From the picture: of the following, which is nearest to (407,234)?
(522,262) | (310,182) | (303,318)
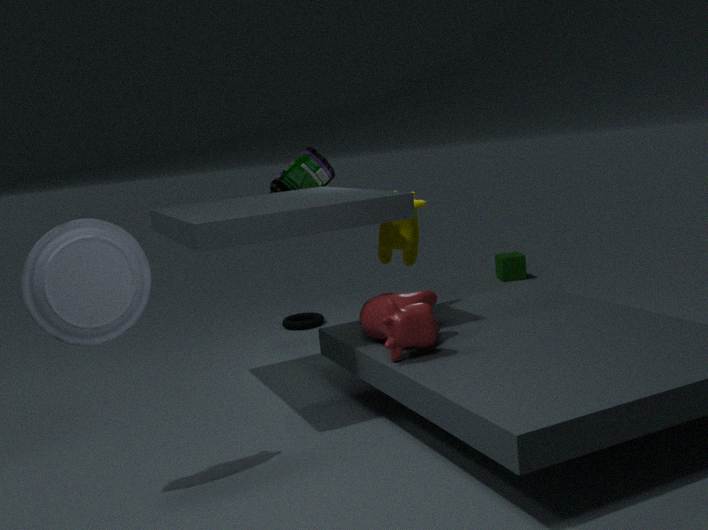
(310,182)
